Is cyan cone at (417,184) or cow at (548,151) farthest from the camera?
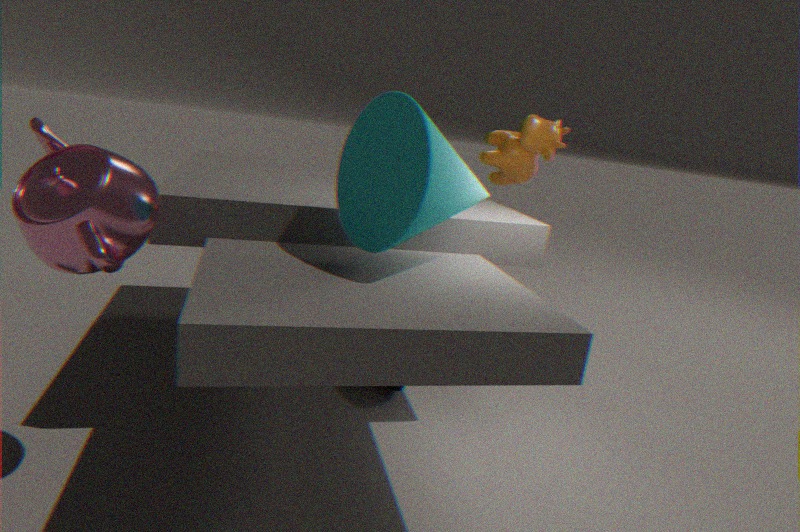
cow at (548,151)
